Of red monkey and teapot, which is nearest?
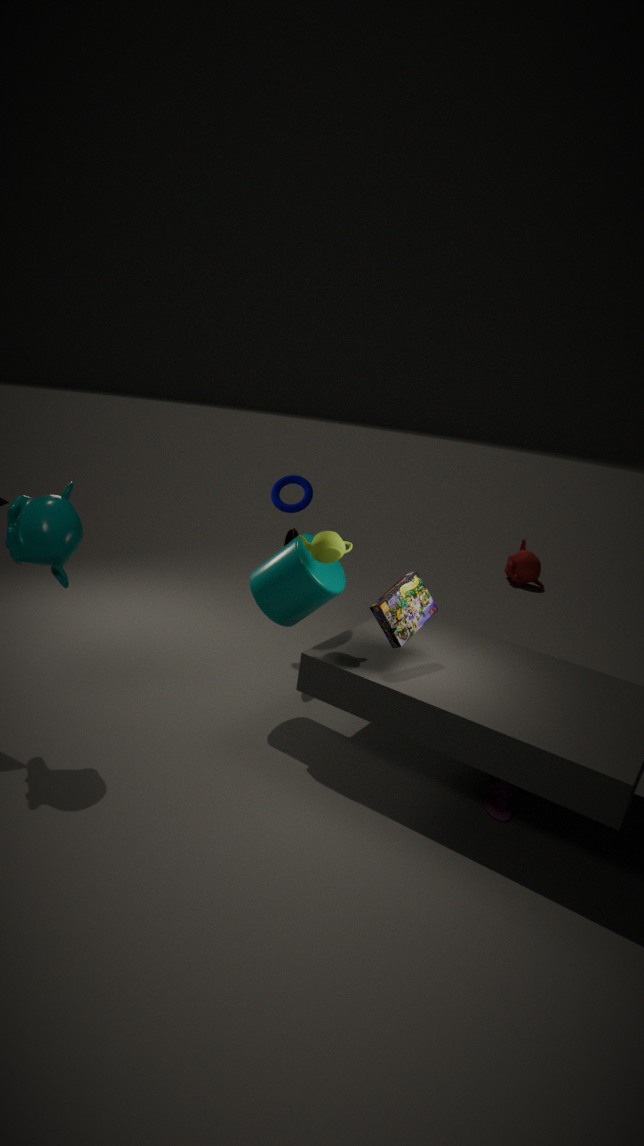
teapot
